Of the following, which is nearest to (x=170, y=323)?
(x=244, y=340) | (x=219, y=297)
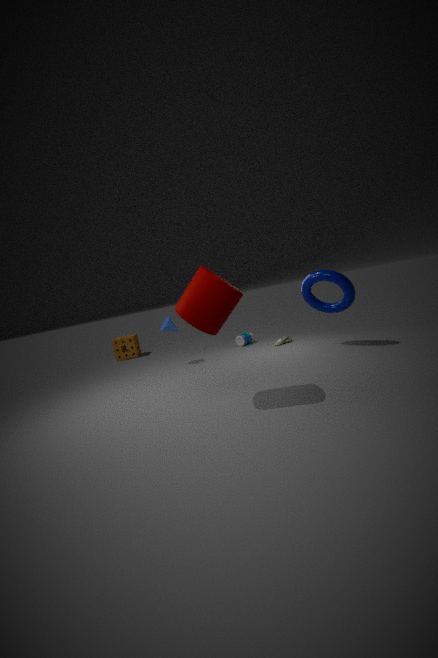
(x=244, y=340)
